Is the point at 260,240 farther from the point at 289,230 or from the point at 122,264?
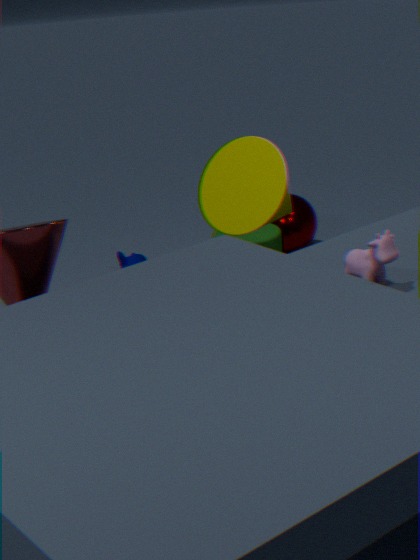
the point at 122,264
